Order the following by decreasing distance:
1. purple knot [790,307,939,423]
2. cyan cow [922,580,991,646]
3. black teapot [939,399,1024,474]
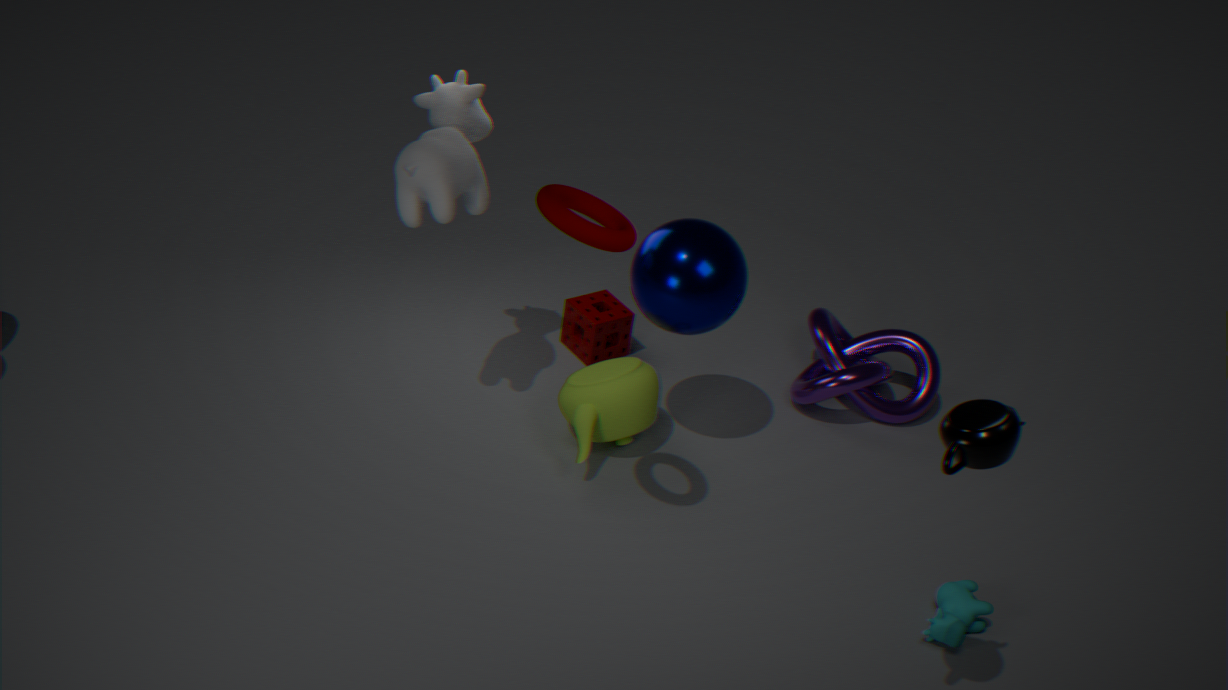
1. purple knot [790,307,939,423]
2. cyan cow [922,580,991,646]
3. black teapot [939,399,1024,474]
